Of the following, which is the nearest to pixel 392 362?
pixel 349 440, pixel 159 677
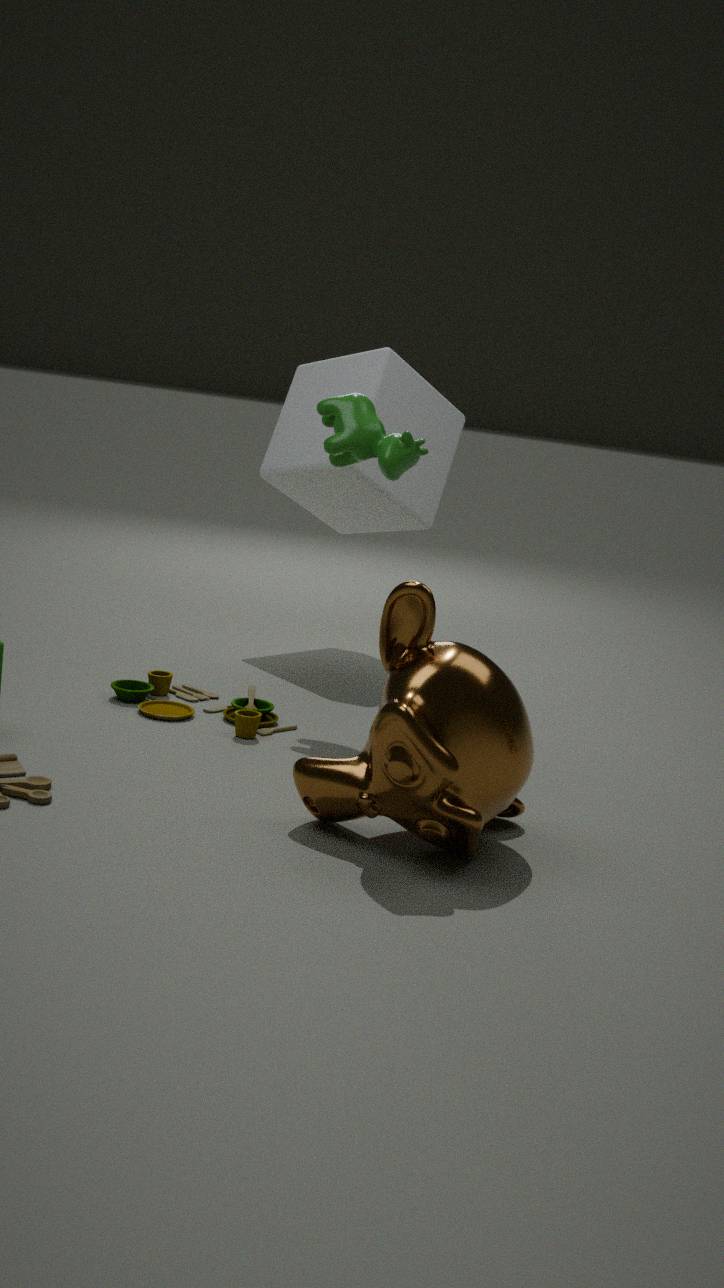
pixel 349 440
